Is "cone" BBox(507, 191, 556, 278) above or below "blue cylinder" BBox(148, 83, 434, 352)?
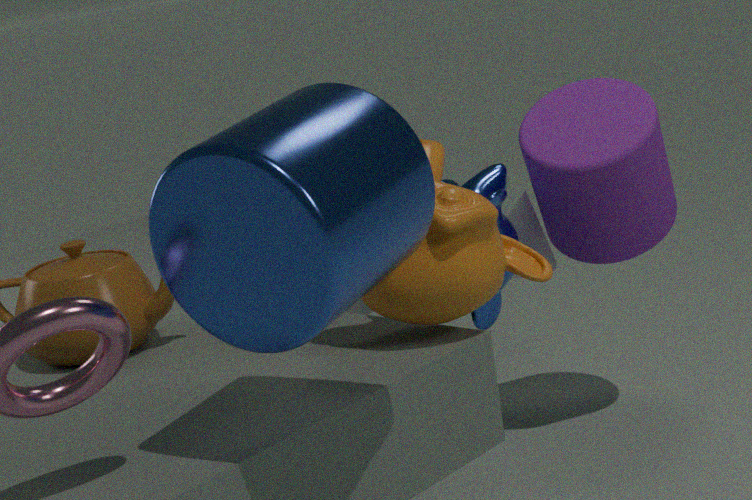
below
